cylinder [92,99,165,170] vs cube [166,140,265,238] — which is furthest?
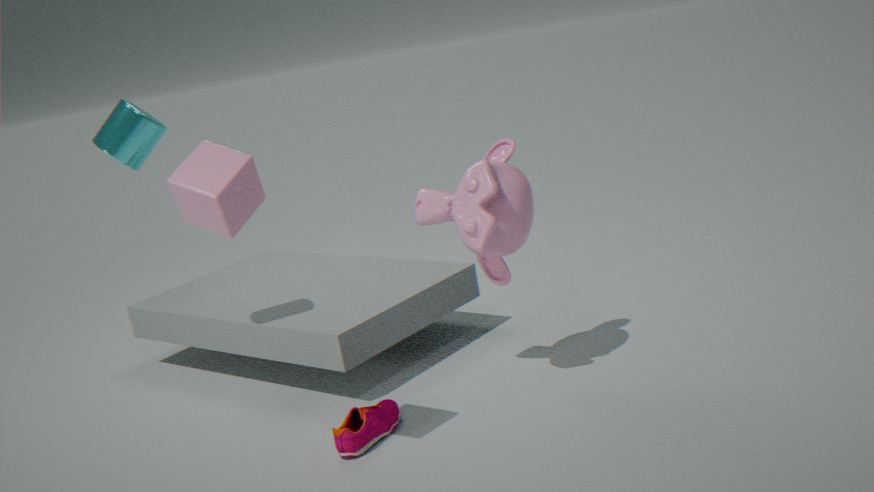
cylinder [92,99,165,170]
